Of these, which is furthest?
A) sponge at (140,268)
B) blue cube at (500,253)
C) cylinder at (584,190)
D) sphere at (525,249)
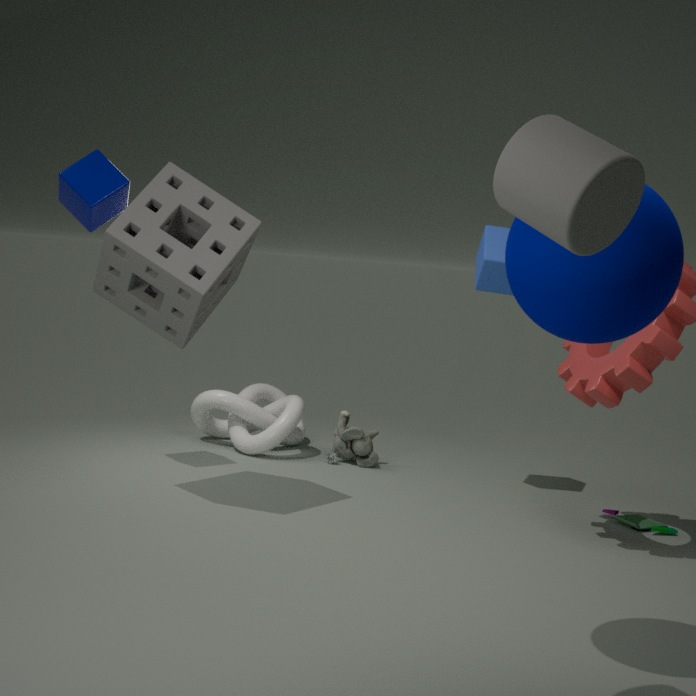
blue cube at (500,253)
